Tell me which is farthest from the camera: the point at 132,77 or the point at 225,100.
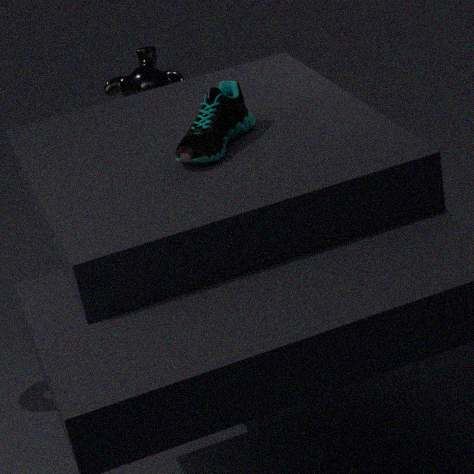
the point at 132,77
